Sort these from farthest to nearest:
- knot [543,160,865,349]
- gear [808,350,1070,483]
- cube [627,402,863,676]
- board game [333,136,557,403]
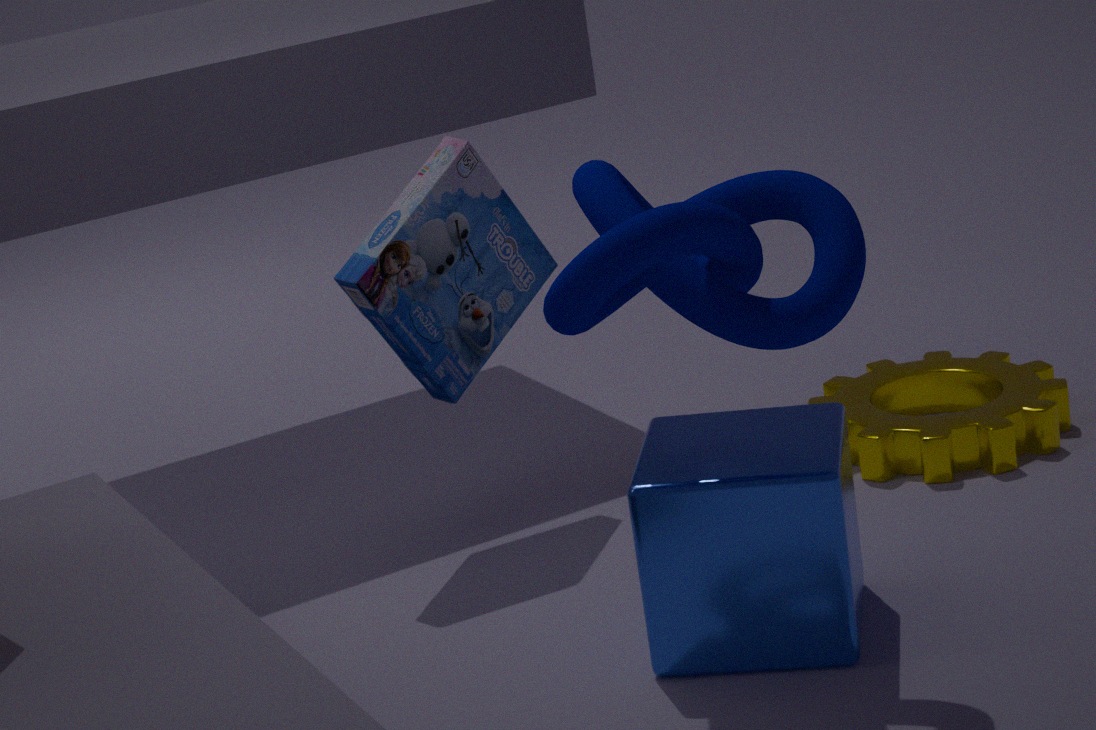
1. gear [808,350,1070,483]
2. board game [333,136,557,403]
3. cube [627,402,863,676]
4. knot [543,160,865,349]
